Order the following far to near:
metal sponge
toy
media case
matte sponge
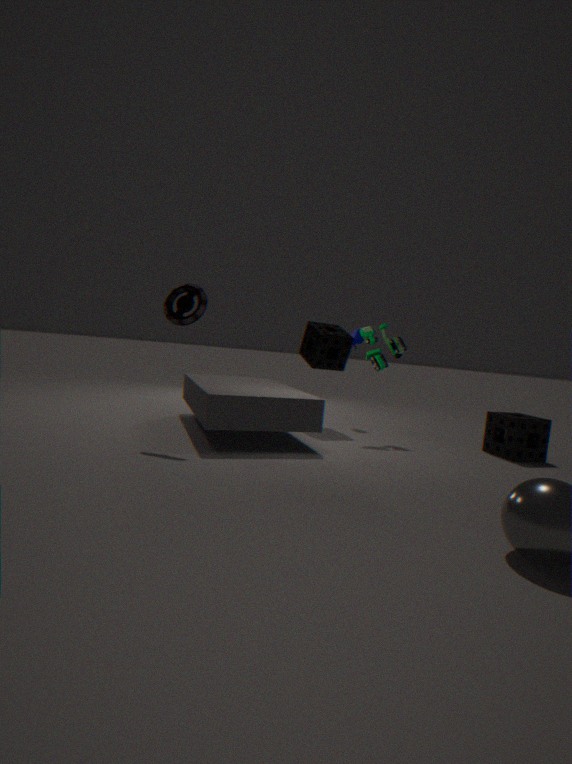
metal sponge → toy → matte sponge → media case
